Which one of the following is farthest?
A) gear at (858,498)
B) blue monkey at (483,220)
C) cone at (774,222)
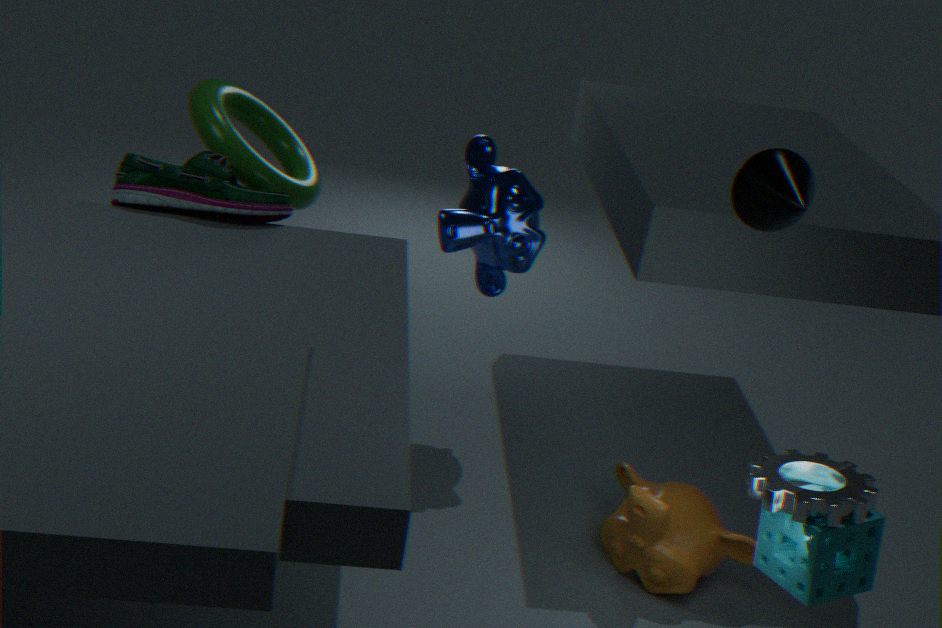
blue monkey at (483,220)
